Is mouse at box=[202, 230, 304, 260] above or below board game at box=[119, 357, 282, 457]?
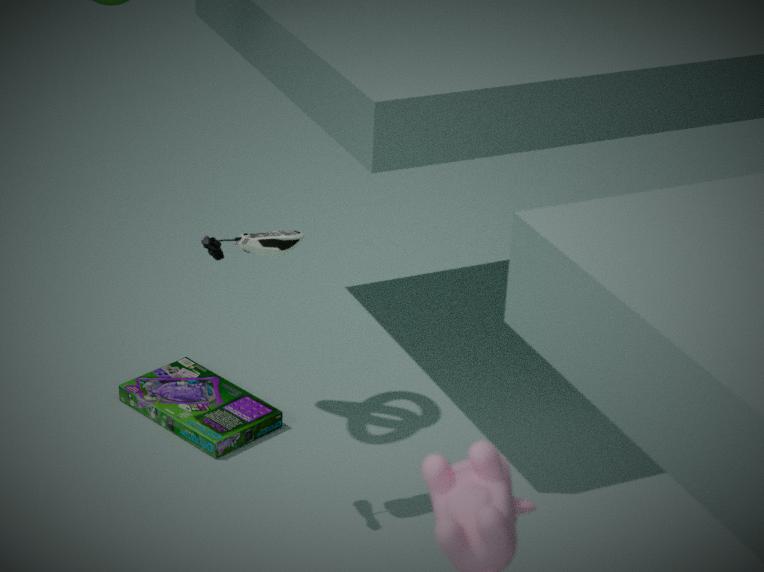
above
